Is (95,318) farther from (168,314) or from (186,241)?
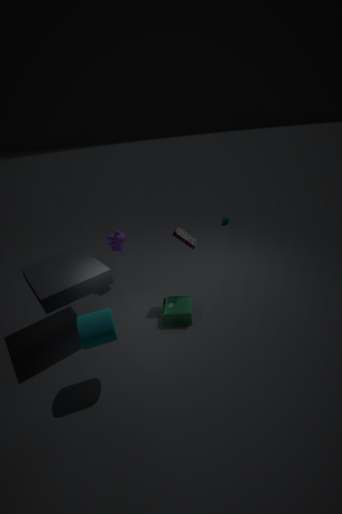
(186,241)
